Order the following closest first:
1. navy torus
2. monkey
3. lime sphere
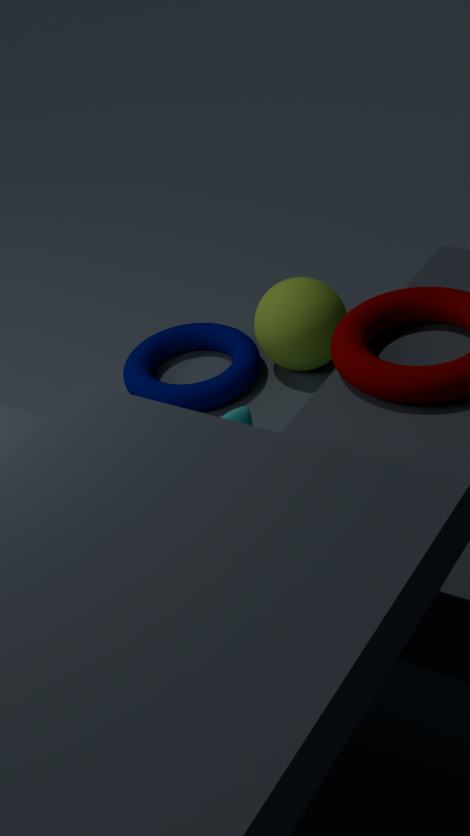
monkey < lime sphere < navy torus
